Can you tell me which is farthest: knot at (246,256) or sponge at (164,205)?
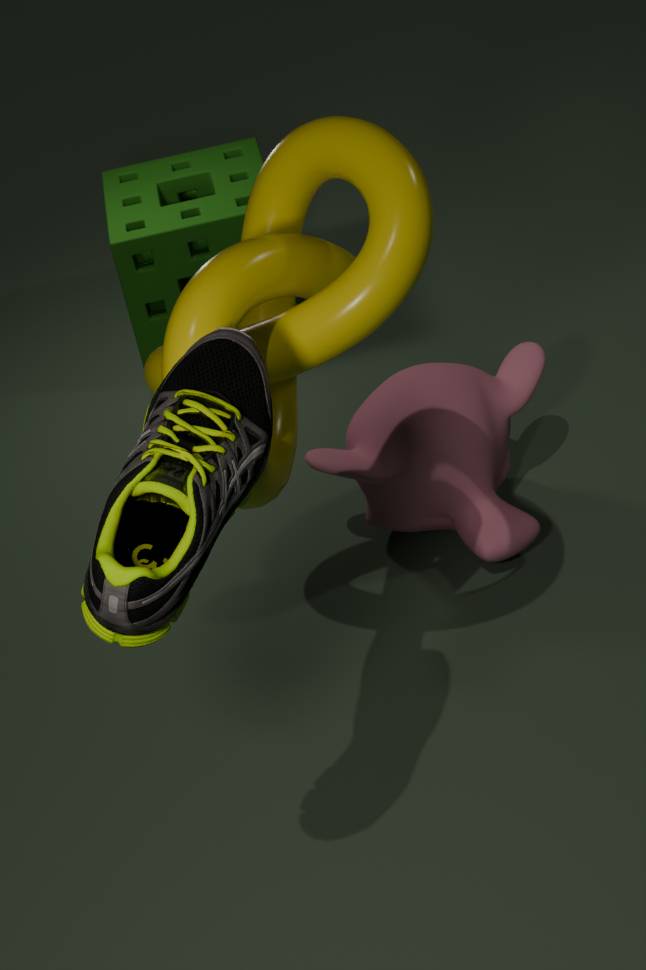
sponge at (164,205)
